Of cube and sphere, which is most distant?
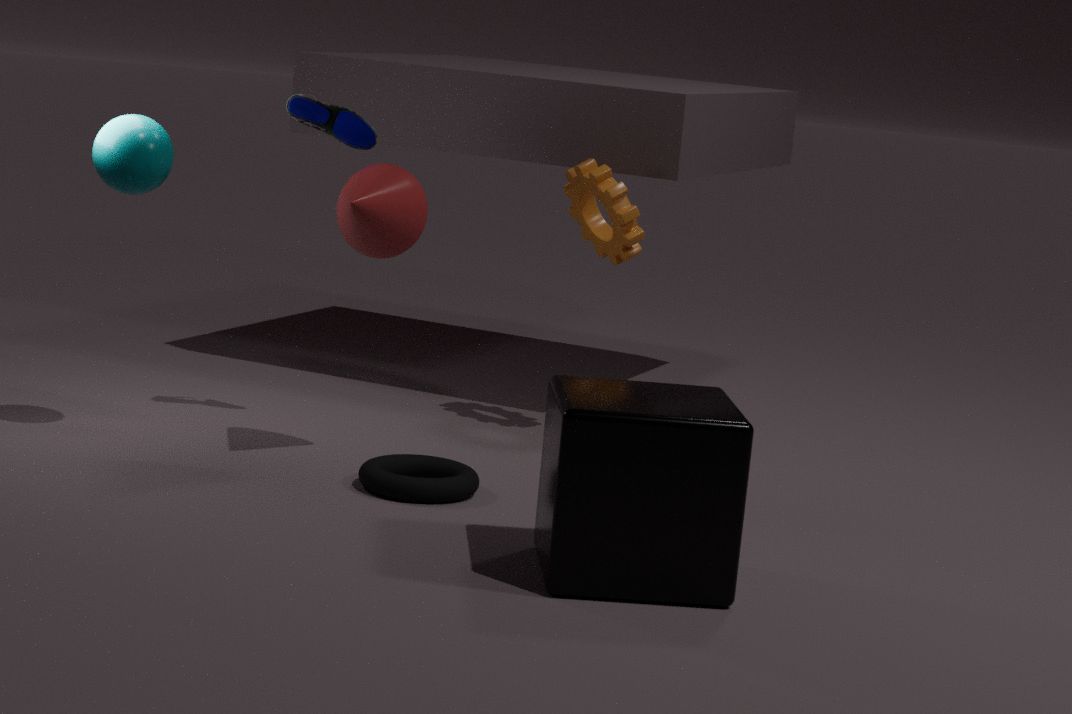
sphere
